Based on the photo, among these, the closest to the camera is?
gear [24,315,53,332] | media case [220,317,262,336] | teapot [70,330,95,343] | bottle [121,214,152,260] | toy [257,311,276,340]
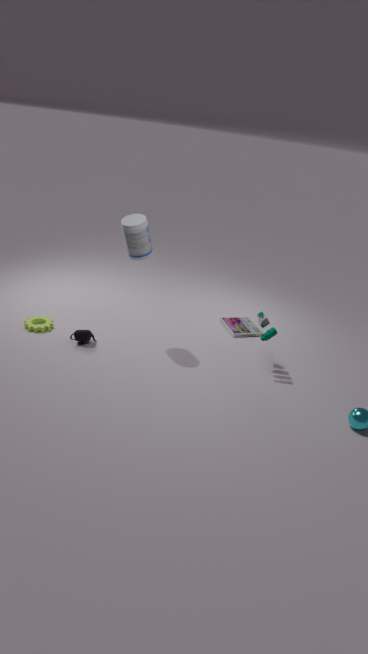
bottle [121,214,152,260]
